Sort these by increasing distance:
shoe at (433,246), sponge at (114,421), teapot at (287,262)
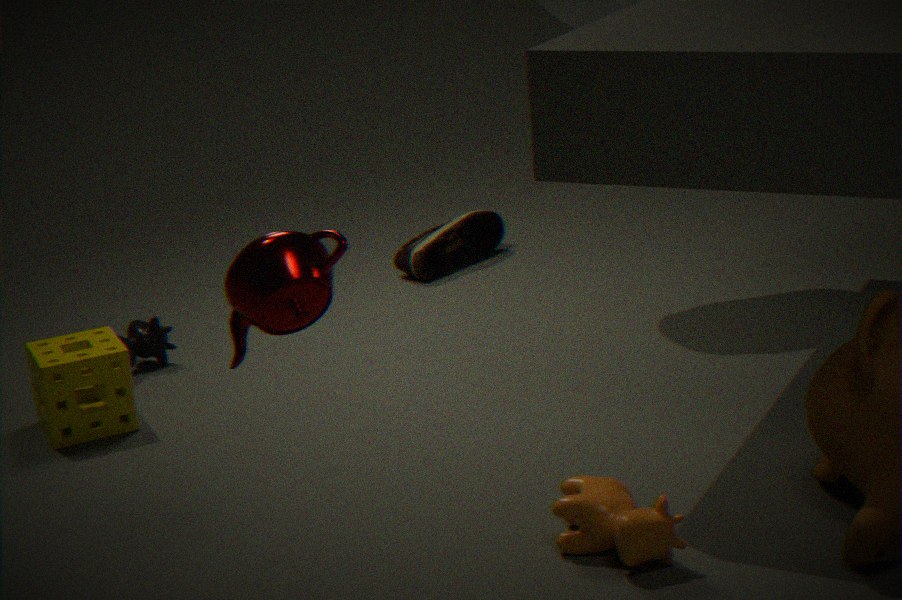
teapot at (287,262)
sponge at (114,421)
shoe at (433,246)
